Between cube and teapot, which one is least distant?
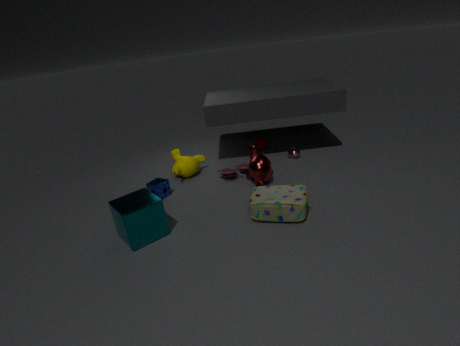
cube
